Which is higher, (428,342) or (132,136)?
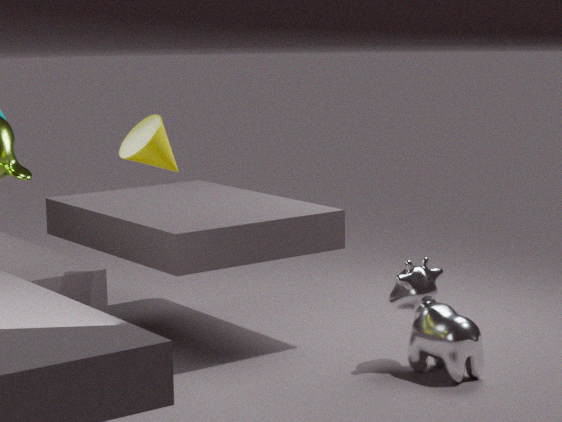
(132,136)
